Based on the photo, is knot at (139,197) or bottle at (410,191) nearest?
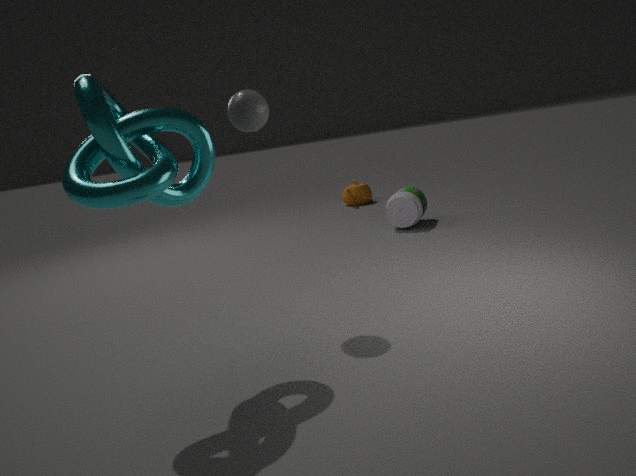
knot at (139,197)
